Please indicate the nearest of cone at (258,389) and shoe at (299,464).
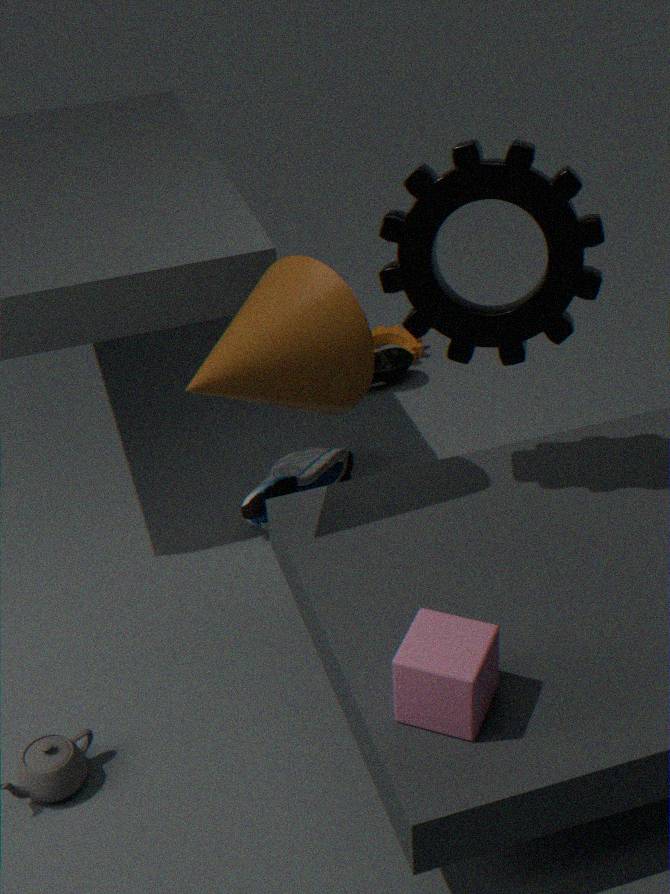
cone at (258,389)
